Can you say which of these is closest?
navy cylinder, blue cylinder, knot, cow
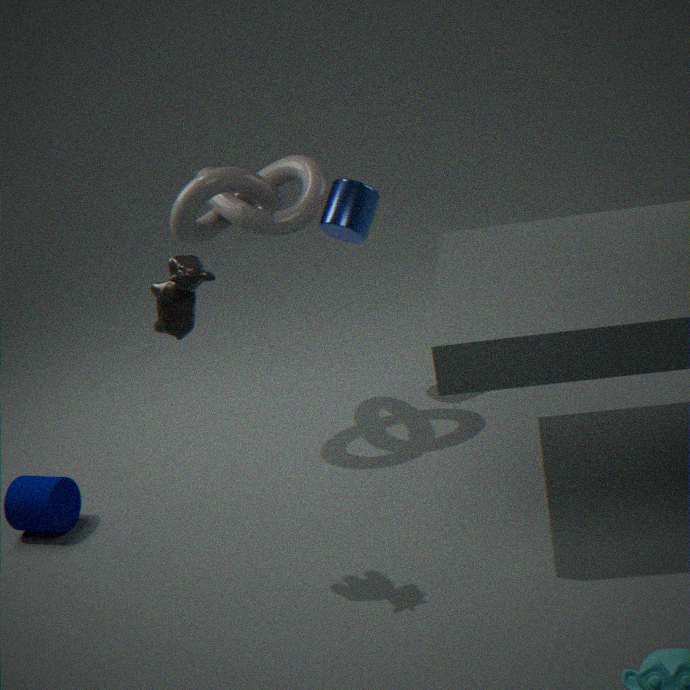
cow
